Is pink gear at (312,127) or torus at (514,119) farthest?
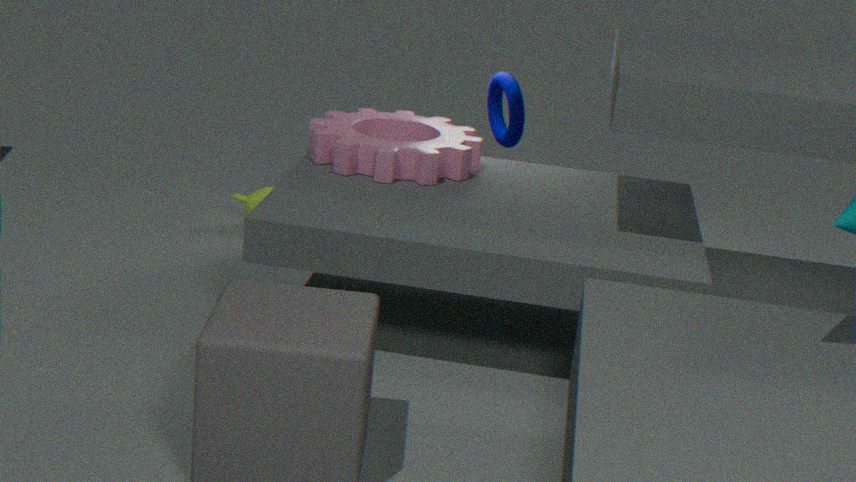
torus at (514,119)
